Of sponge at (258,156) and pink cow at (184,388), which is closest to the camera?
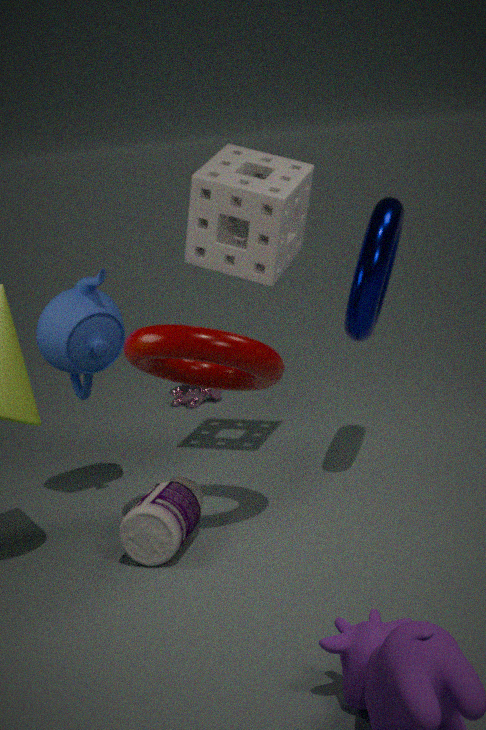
sponge at (258,156)
